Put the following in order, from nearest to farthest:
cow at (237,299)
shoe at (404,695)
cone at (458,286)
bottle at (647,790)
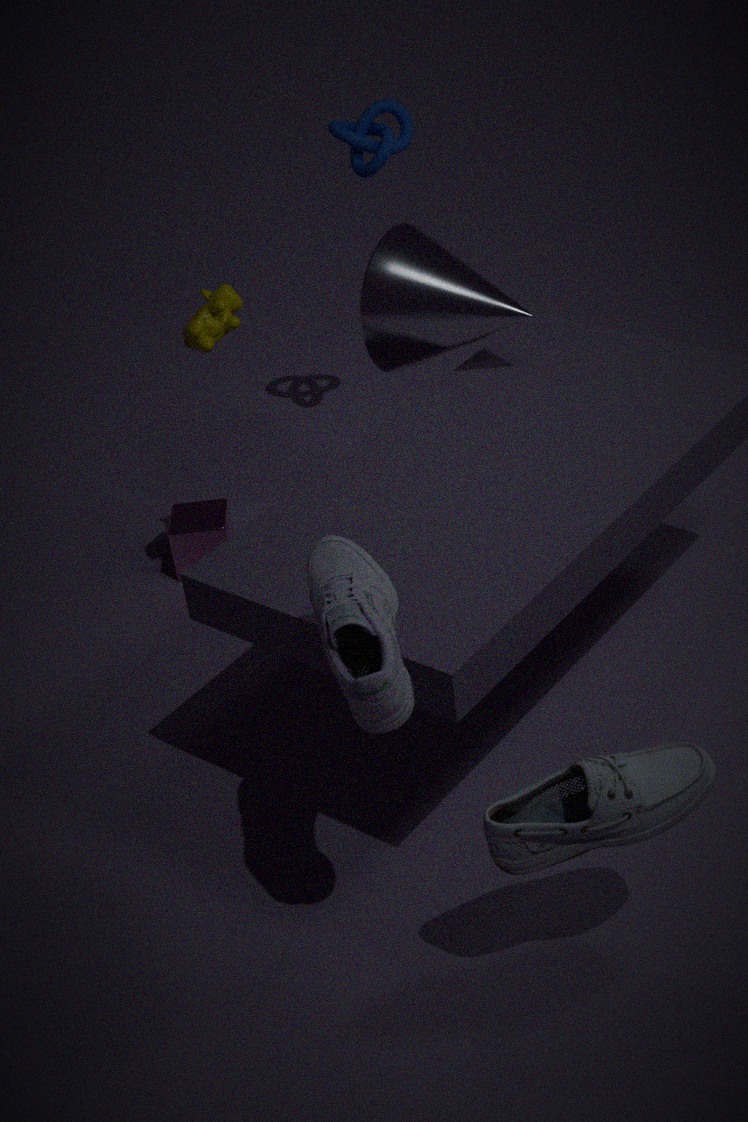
shoe at (404,695) < bottle at (647,790) < cow at (237,299) < cone at (458,286)
